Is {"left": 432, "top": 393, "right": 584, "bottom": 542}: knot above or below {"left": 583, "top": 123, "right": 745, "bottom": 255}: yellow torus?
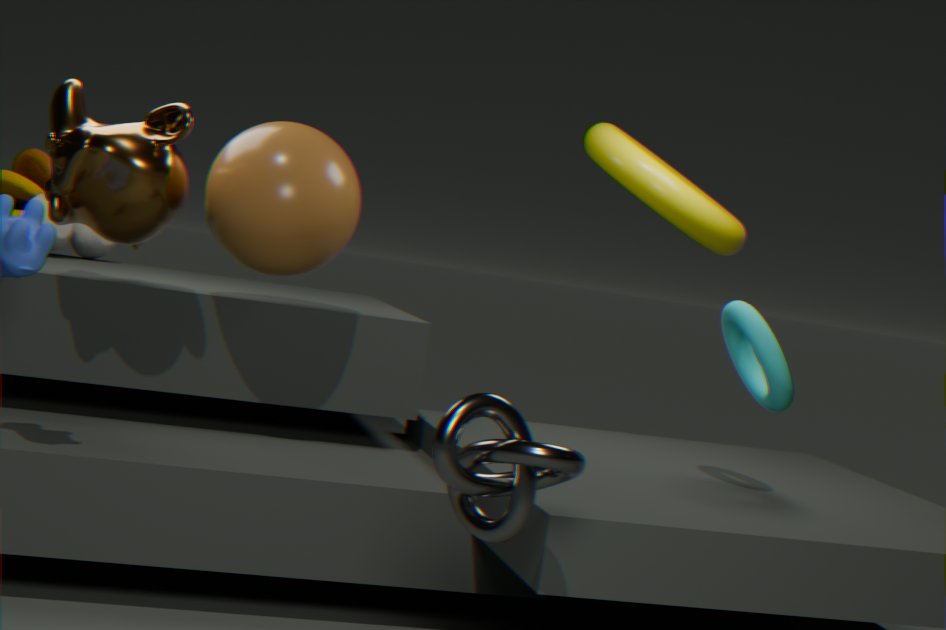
below
